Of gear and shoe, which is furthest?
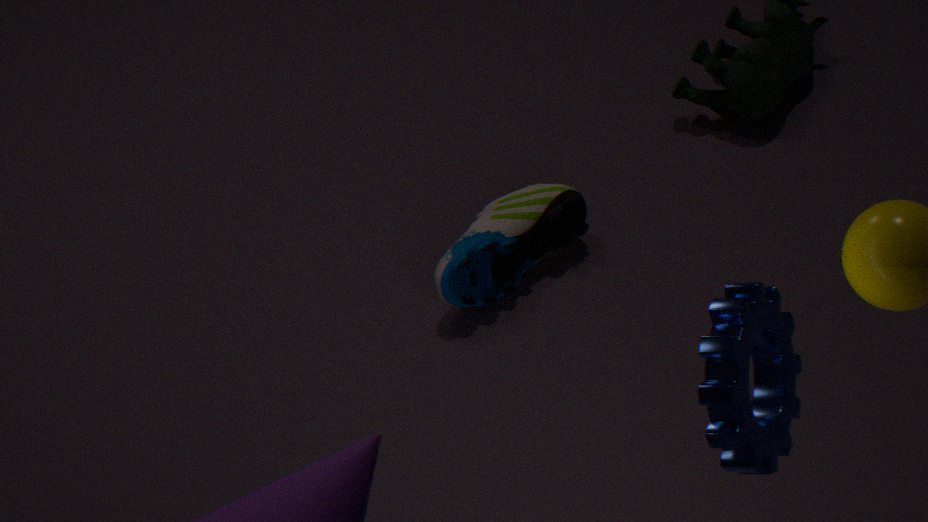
shoe
